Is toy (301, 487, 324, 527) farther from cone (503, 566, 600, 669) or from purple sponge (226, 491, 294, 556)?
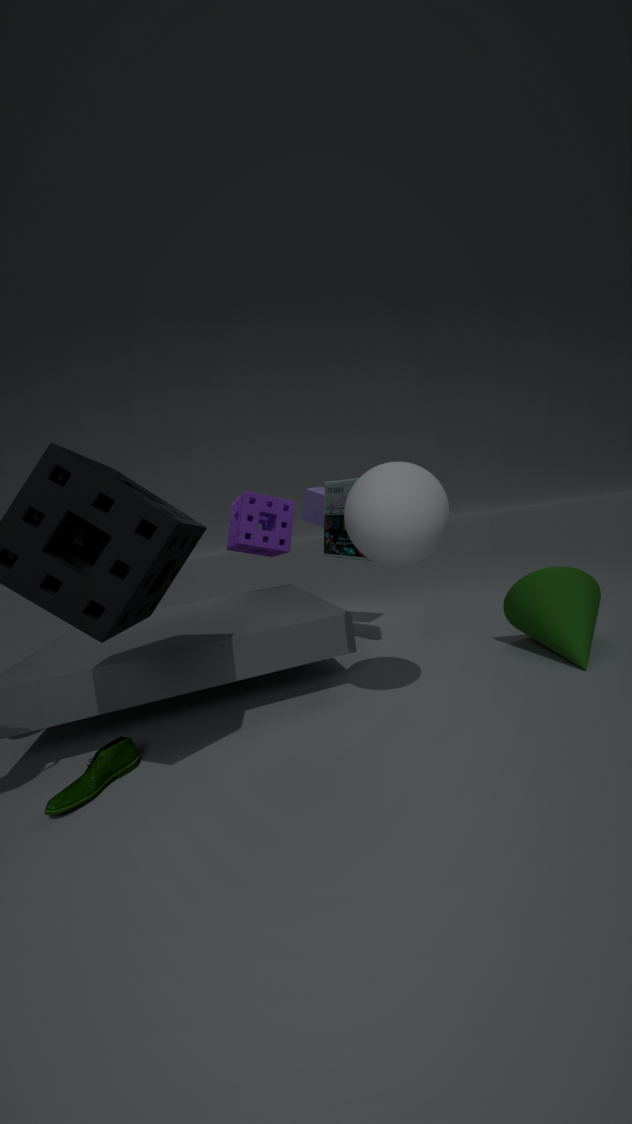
cone (503, 566, 600, 669)
